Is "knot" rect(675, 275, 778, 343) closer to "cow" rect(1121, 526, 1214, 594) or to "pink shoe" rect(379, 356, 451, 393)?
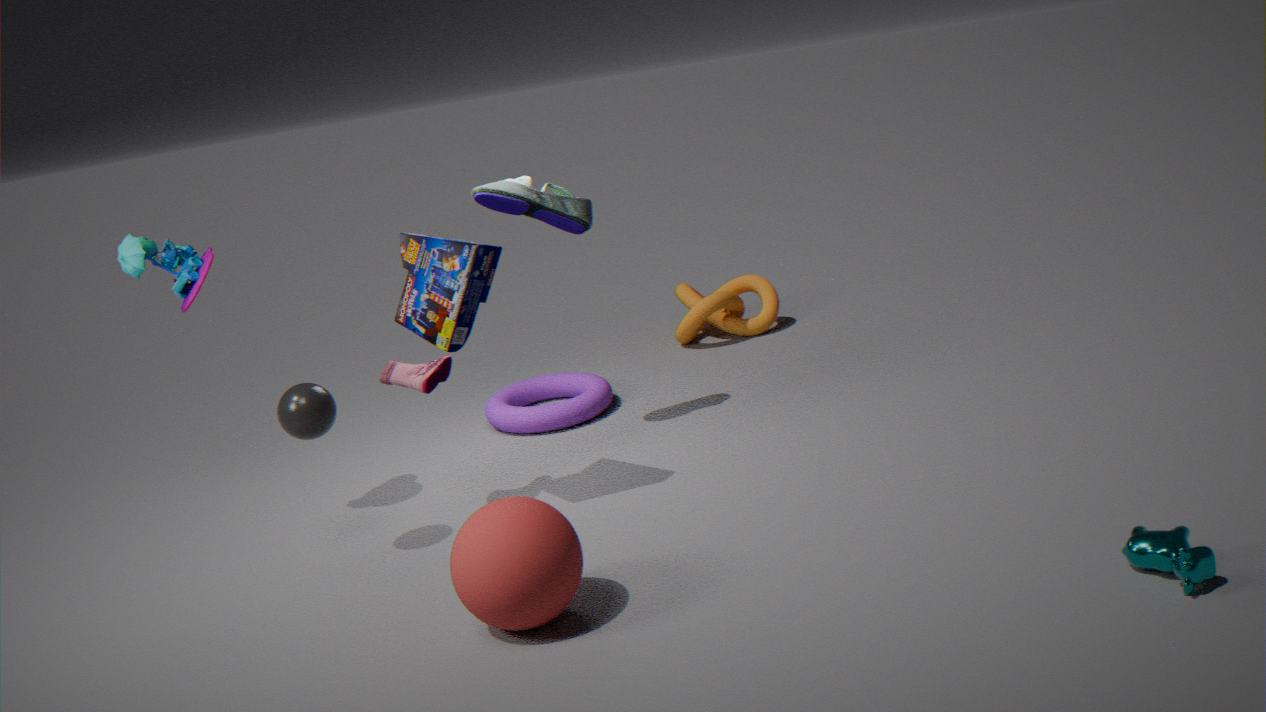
"pink shoe" rect(379, 356, 451, 393)
